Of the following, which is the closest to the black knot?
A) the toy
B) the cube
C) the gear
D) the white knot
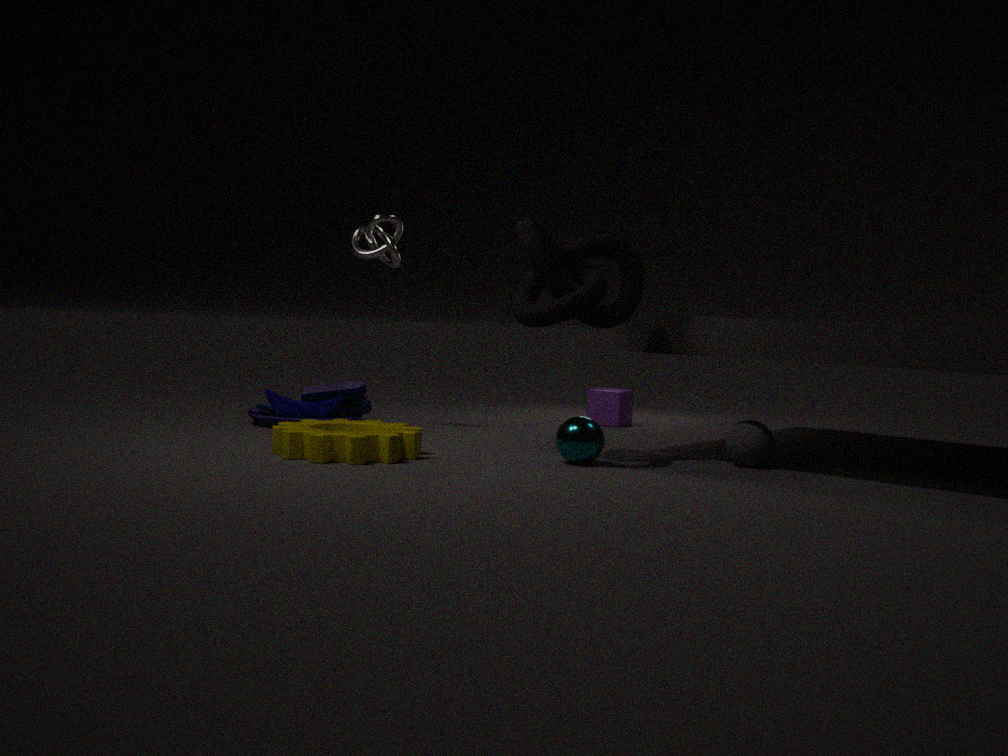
the gear
